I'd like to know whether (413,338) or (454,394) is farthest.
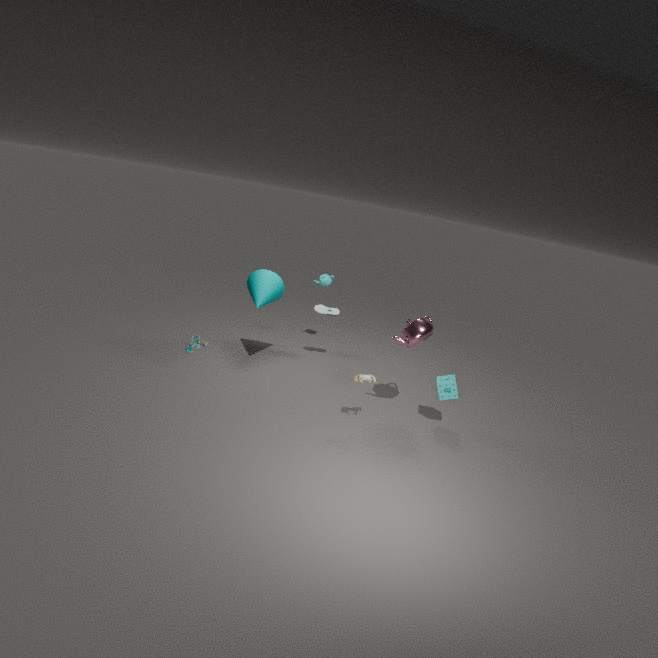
(454,394)
